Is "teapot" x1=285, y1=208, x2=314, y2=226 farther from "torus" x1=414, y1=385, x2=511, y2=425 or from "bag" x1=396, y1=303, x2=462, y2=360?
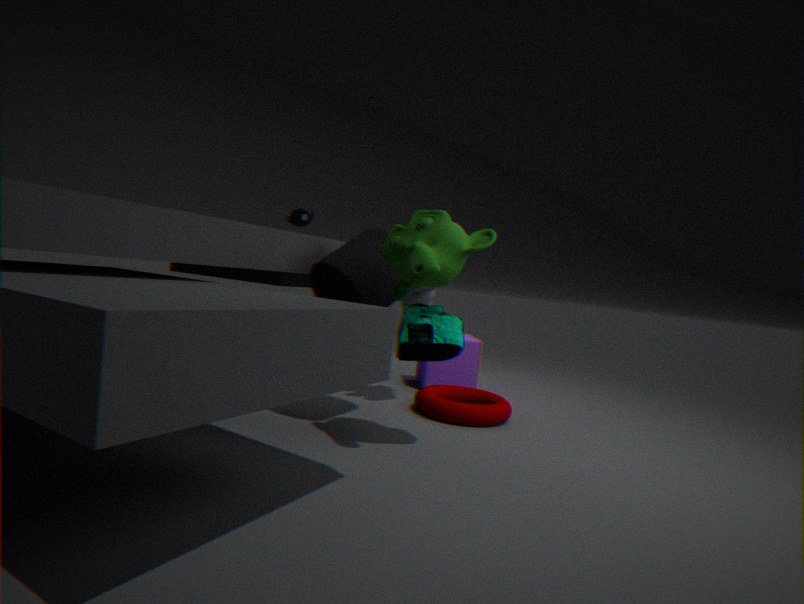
"bag" x1=396, y1=303, x2=462, y2=360
